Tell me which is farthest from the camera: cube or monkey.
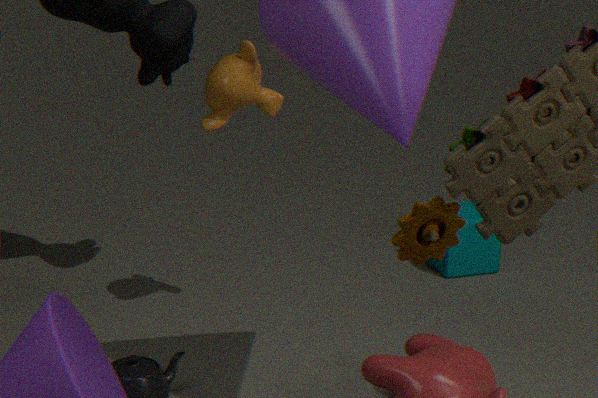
cube
